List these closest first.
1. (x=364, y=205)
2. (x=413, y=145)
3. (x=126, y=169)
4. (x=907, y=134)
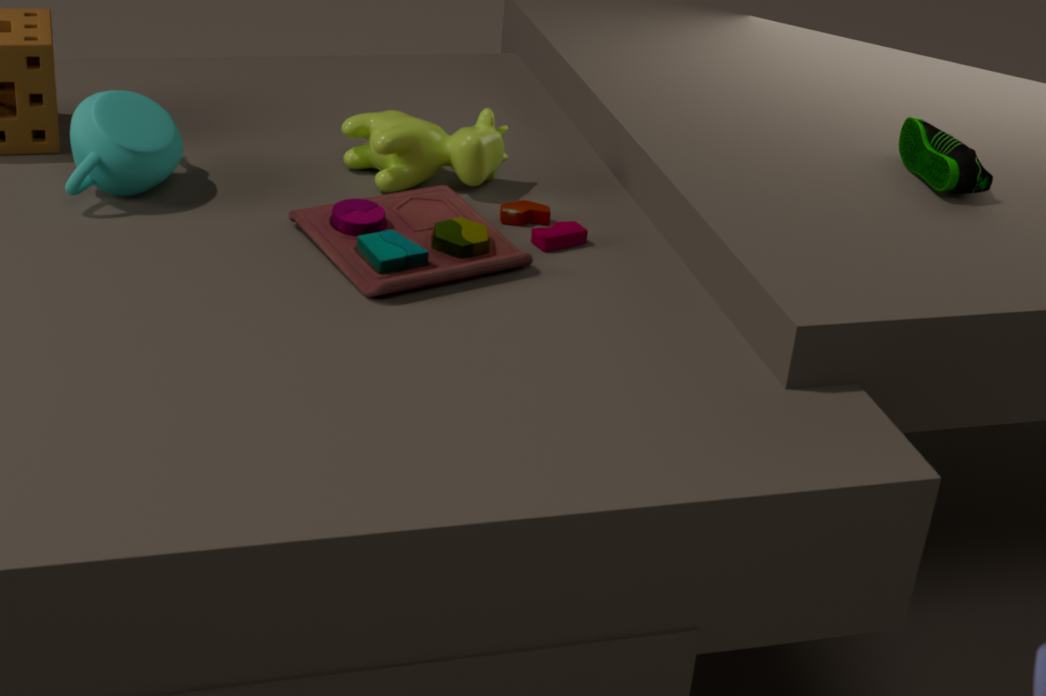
(x=364, y=205) → (x=126, y=169) → (x=413, y=145) → (x=907, y=134)
